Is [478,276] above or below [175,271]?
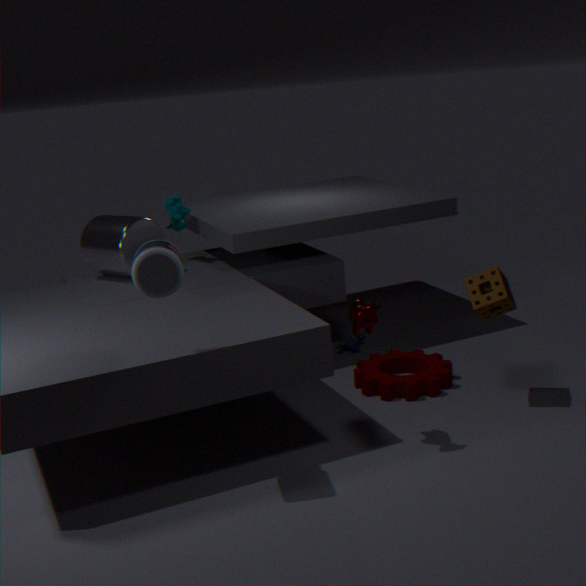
below
